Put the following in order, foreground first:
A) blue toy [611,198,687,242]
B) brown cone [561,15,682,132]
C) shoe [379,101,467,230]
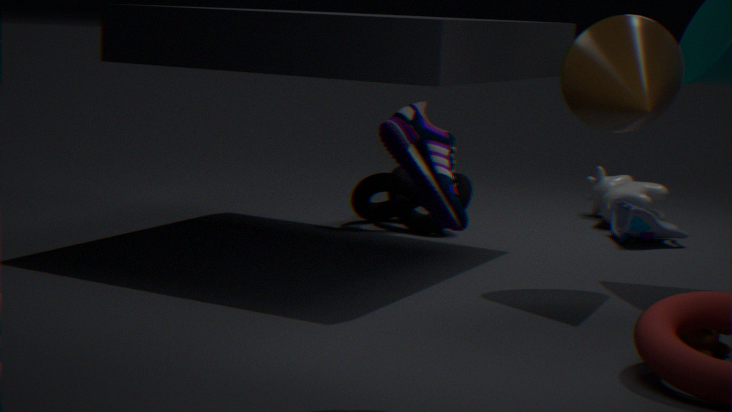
shoe [379,101,467,230]
brown cone [561,15,682,132]
blue toy [611,198,687,242]
